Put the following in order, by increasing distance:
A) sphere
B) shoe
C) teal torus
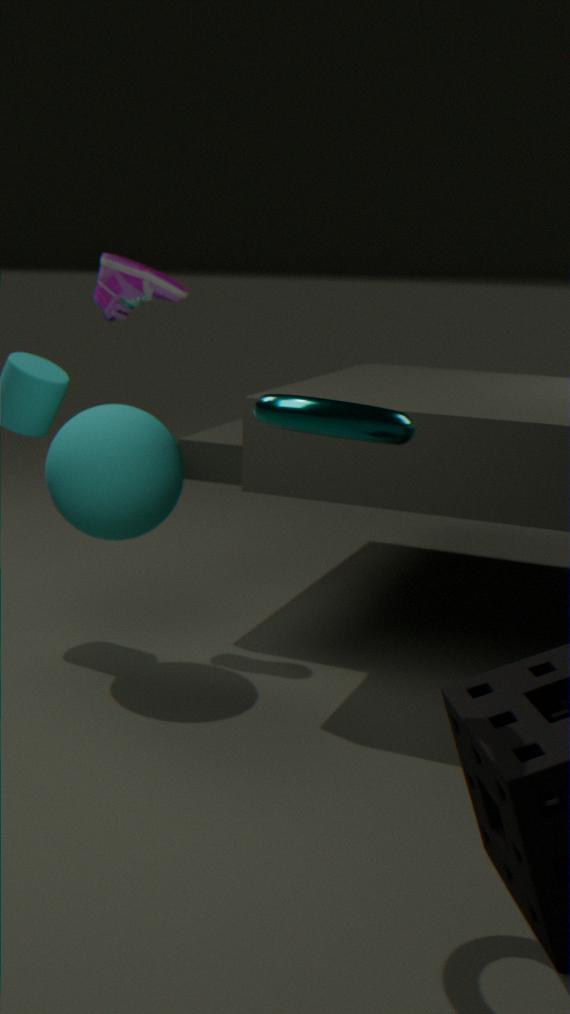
teal torus
sphere
shoe
